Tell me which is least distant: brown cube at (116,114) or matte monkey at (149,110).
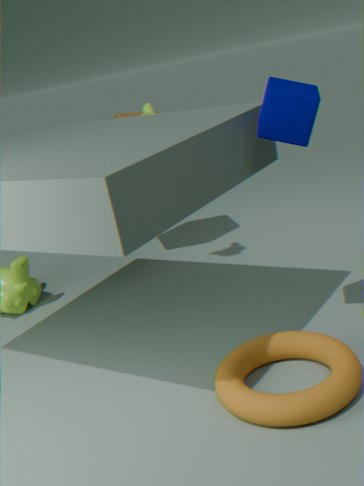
matte monkey at (149,110)
